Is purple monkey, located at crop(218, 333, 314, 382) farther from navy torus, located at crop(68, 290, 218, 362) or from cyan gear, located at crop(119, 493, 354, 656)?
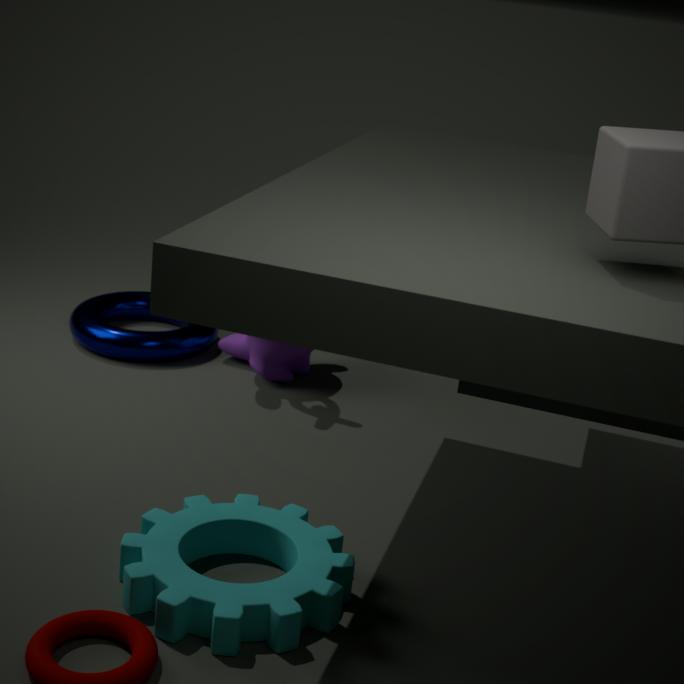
cyan gear, located at crop(119, 493, 354, 656)
